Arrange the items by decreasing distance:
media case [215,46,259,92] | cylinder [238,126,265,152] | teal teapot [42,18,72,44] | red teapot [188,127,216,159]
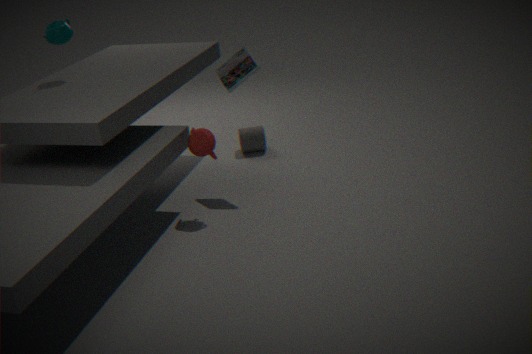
cylinder [238,126,265,152]
media case [215,46,259,92]
teal teapot [42,18,72,44]
red teapot [188,127,216,159]
